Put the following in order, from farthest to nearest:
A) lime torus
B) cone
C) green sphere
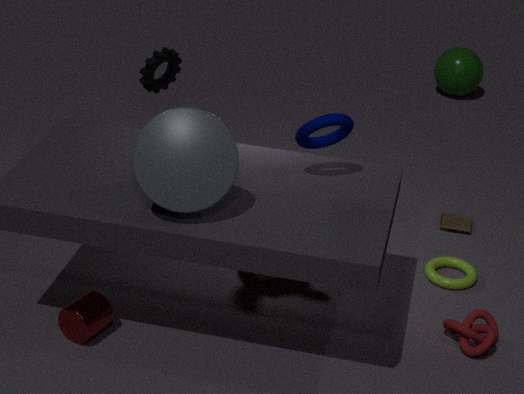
1. green sphere
2. lime torus
3. cone
